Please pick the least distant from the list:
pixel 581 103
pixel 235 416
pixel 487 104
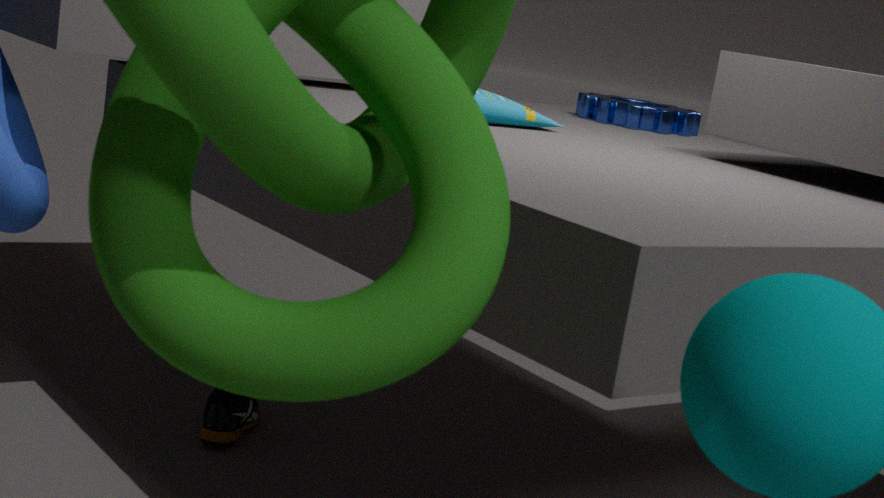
pixel 487 104
